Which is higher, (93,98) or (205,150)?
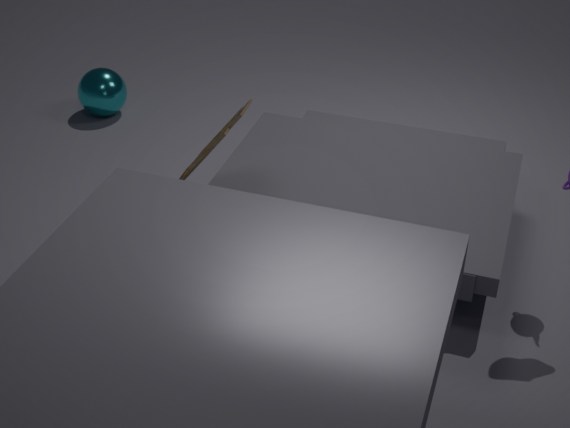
(205,150)
